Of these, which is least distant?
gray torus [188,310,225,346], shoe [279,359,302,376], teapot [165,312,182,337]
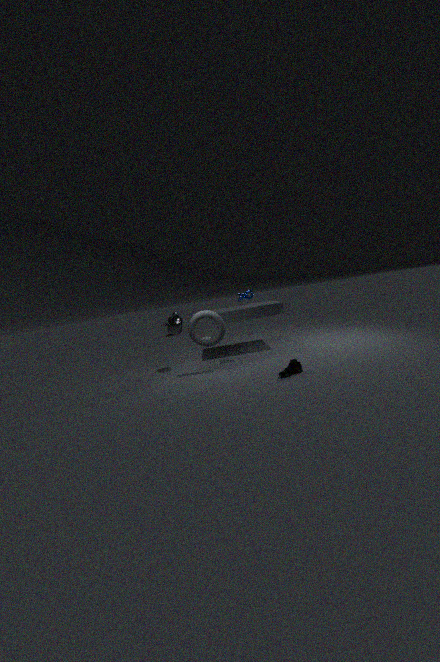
shoe [279,359,302,376]
